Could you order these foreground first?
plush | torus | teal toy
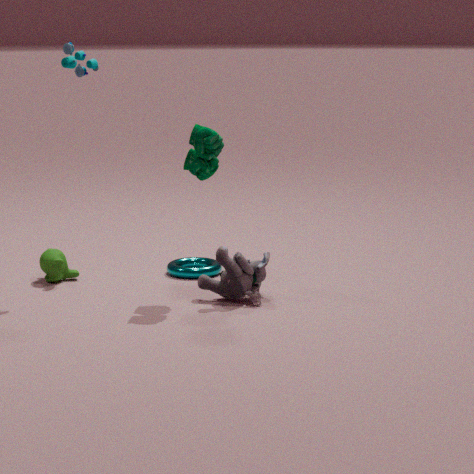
teal toy → plush → torus
